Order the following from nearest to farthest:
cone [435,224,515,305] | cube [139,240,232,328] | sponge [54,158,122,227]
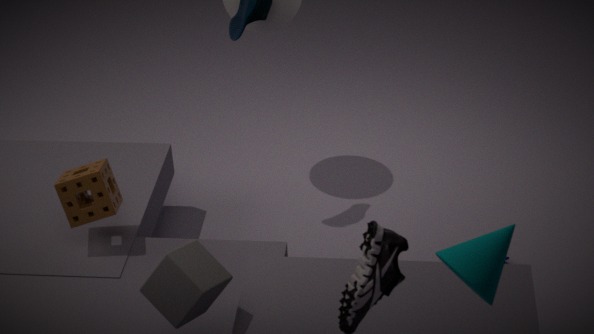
cone [435,224,515,305] → cube [139,240,232,328] → sponge [54,158,122,227]
